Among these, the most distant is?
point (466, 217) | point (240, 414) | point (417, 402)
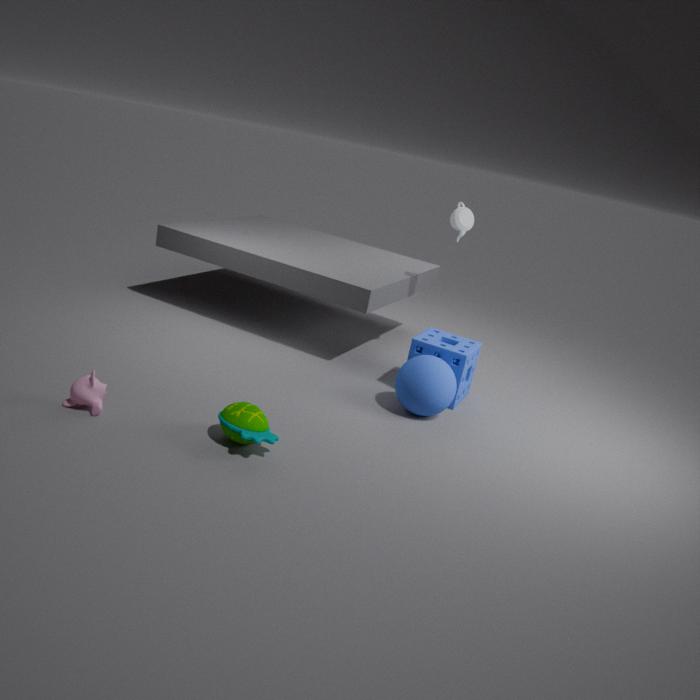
point (466, 217)
